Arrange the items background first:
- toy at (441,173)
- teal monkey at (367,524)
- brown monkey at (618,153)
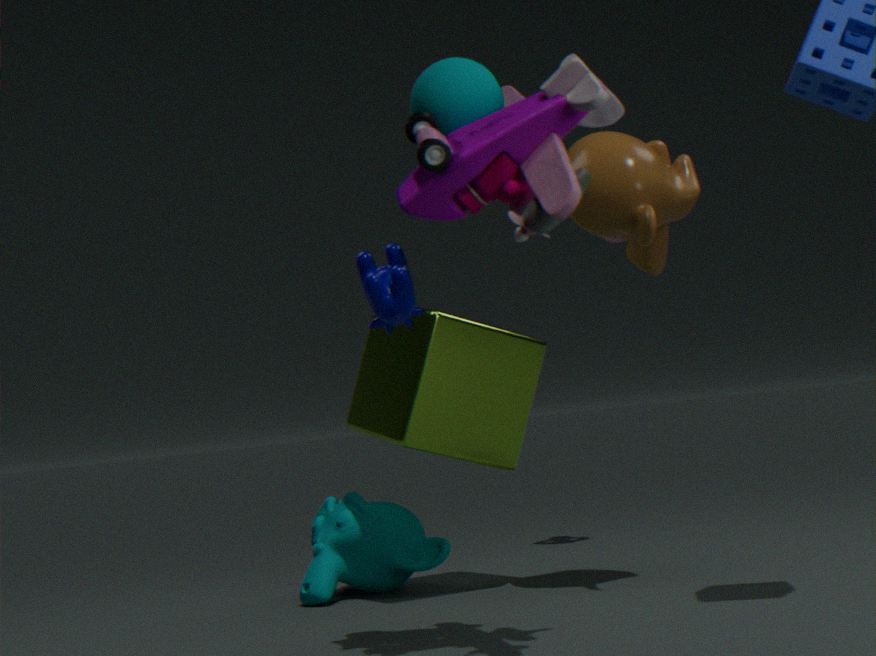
teal monkey at (367,524) → brown monkey at (618,153) → toy at (441,173)
